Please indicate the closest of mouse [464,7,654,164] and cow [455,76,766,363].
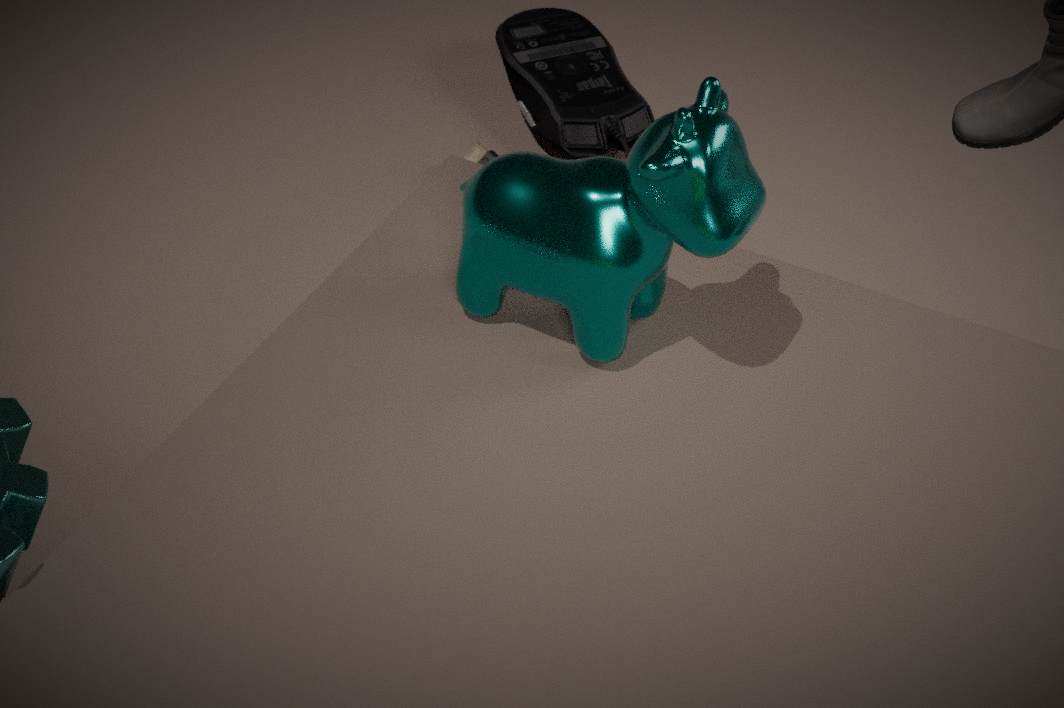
cow [455,76,766,363]
